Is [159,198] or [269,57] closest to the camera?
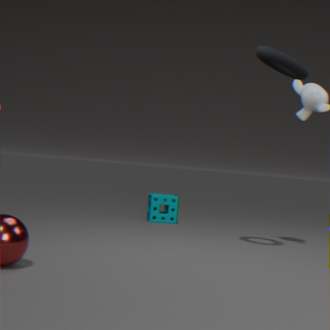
[269,57]
